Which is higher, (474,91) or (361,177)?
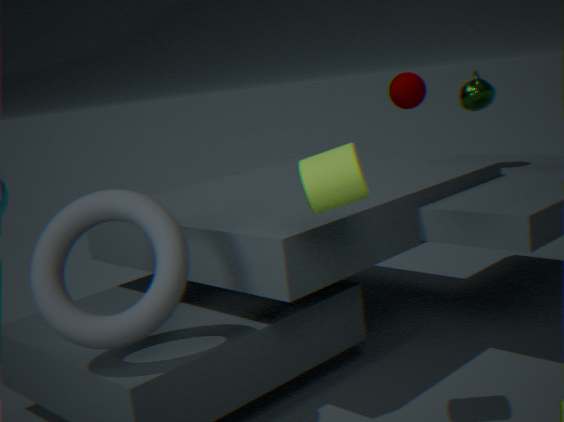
(474,91)
